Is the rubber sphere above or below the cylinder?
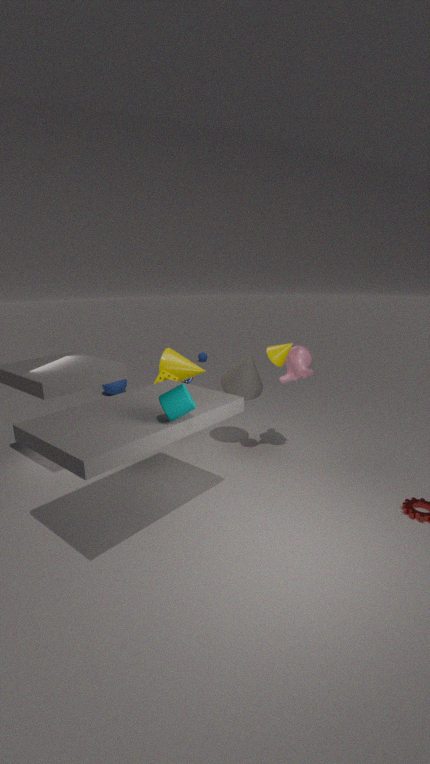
below
